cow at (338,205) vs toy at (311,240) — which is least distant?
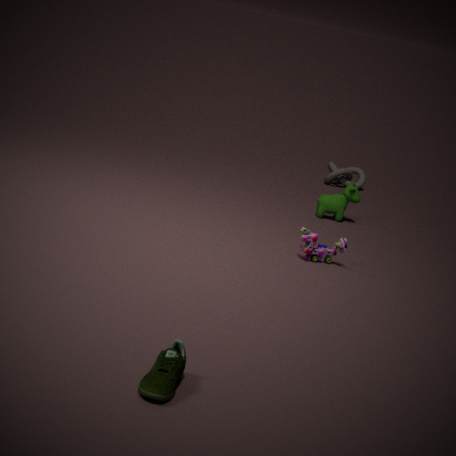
toy at (311,240)
